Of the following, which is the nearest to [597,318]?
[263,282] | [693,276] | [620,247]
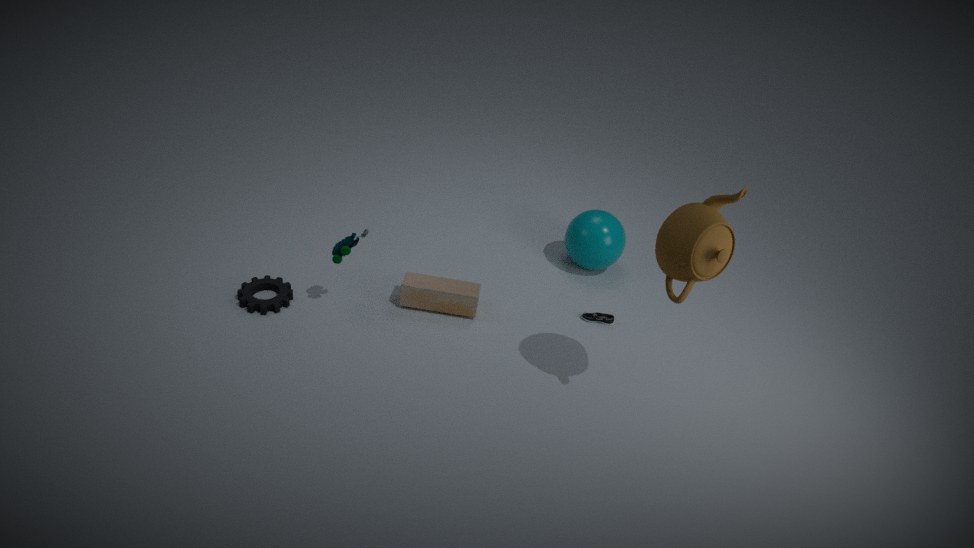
[620,247]
